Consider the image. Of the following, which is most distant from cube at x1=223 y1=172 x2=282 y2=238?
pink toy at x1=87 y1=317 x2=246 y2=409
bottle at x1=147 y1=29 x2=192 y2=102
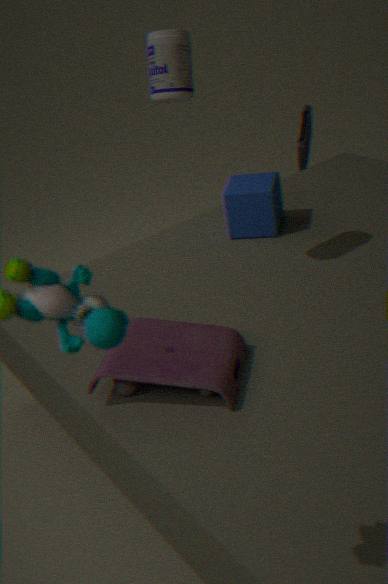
pink toy at x1=87 y1=317 x2=246 y2=409
